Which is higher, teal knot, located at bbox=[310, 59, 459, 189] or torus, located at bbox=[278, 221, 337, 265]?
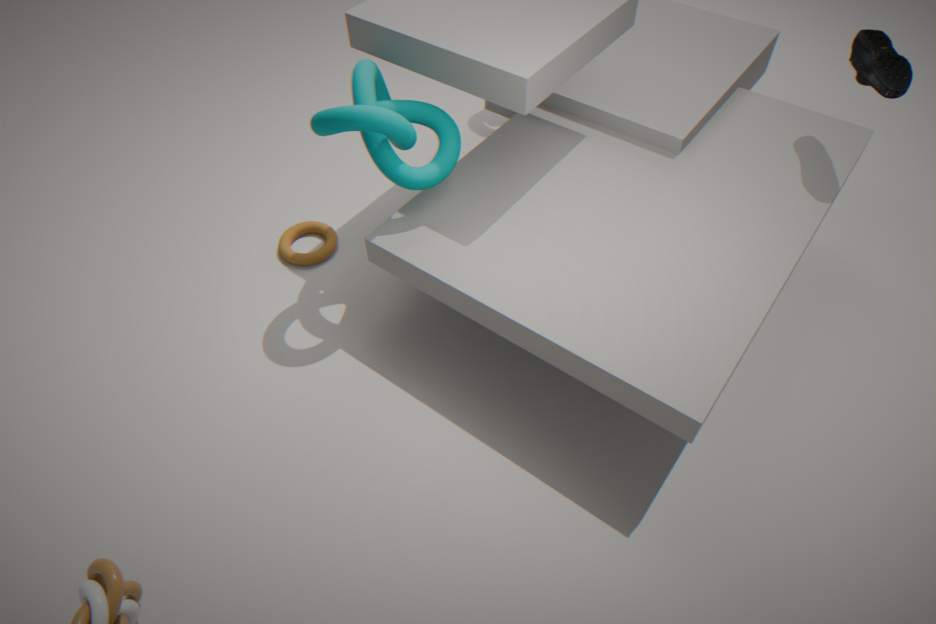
teal knot, located at bbox=[310, 59, 459, 189]
